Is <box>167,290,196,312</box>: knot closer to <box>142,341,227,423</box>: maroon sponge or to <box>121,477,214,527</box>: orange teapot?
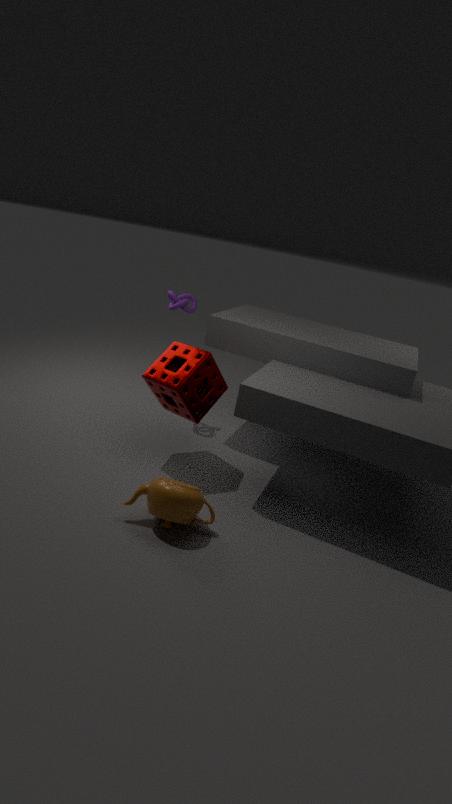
<box>142,341,227,423</box>: maroon sponge
